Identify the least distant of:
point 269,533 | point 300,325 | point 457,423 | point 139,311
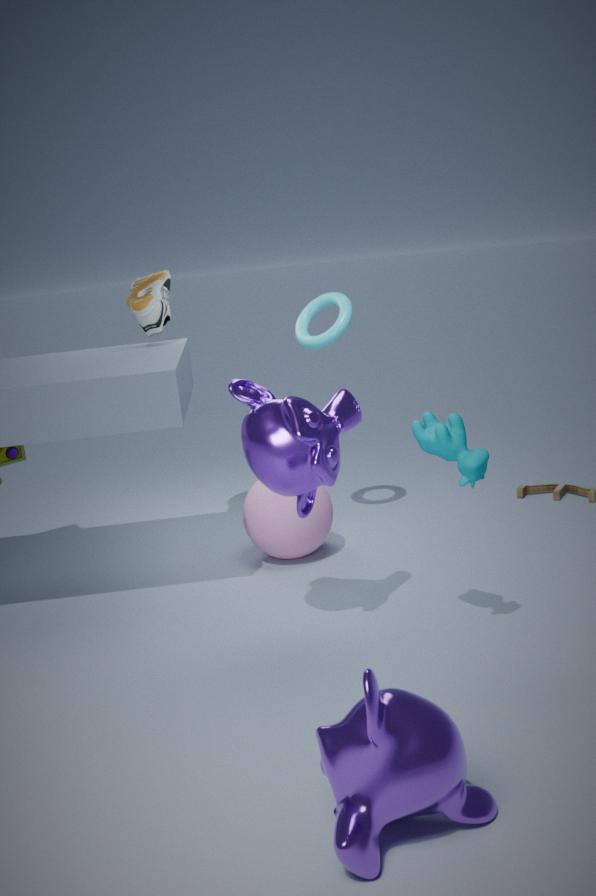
point 457,423
